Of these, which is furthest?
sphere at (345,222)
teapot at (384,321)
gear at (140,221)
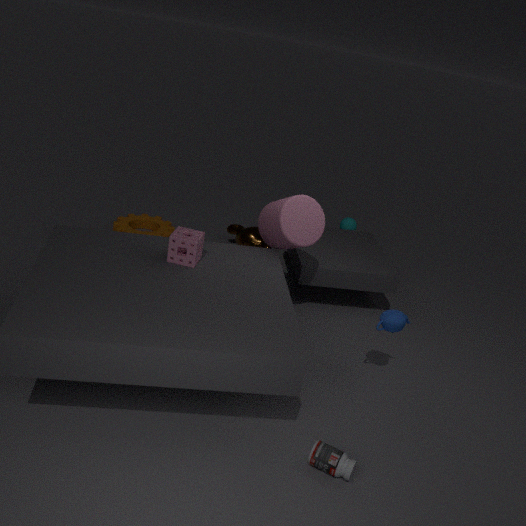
sphere at (345,222)
